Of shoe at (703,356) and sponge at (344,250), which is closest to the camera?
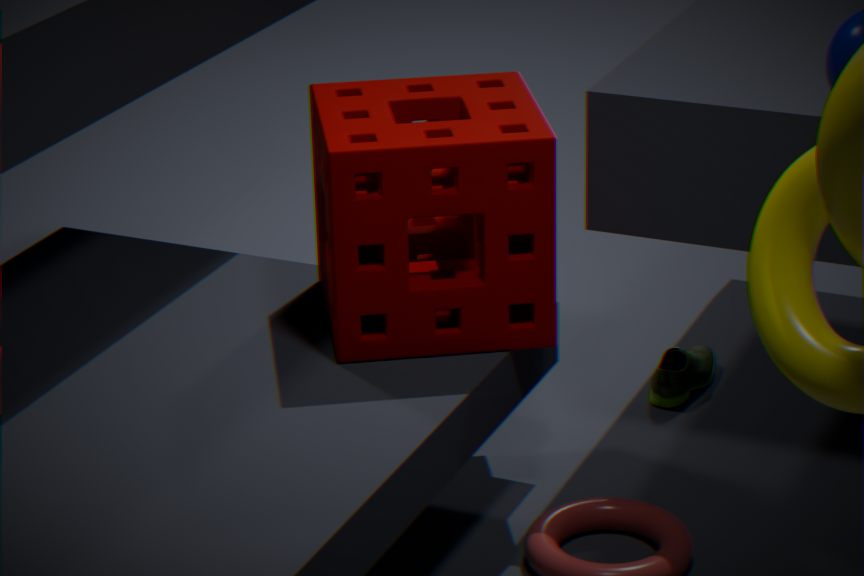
sponge at (344,250)
